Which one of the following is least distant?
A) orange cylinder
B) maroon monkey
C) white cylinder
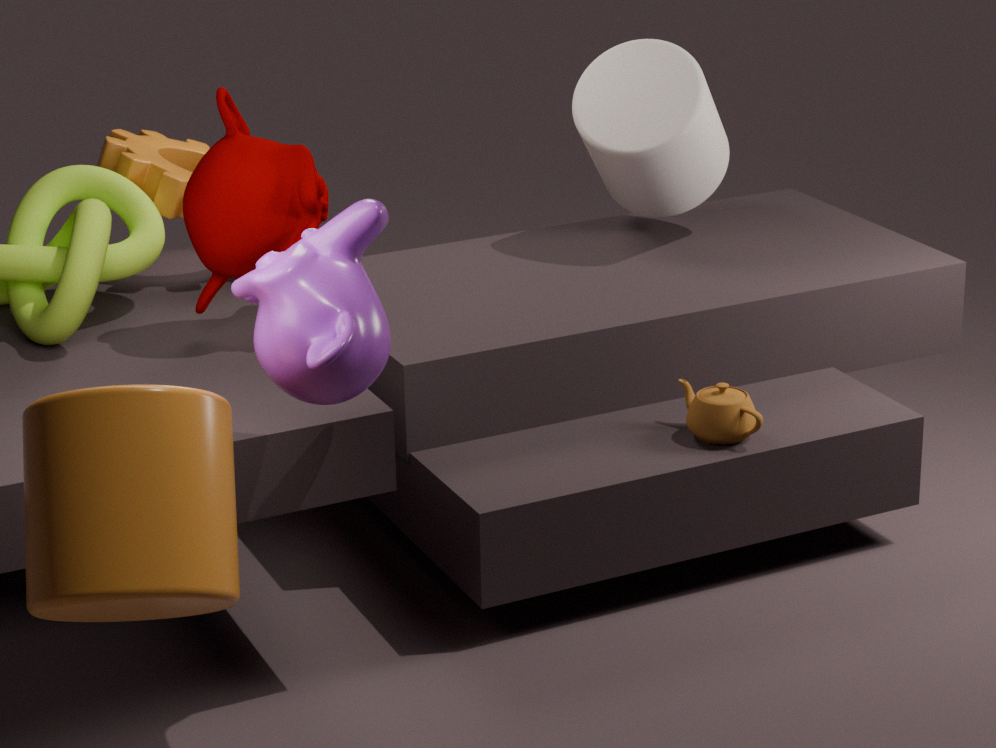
orange cylinder
